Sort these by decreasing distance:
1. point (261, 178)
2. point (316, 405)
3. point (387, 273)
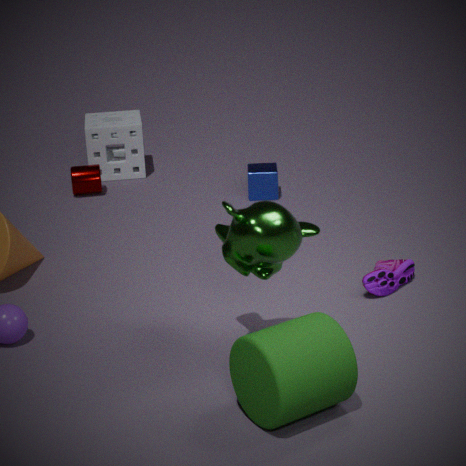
point (261, 178) < point (387, 273) < point (316, 405)
